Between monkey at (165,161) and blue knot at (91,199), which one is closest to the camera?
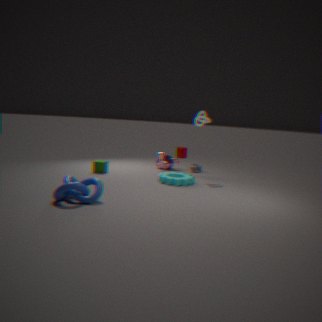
blue knot at (91,199)
